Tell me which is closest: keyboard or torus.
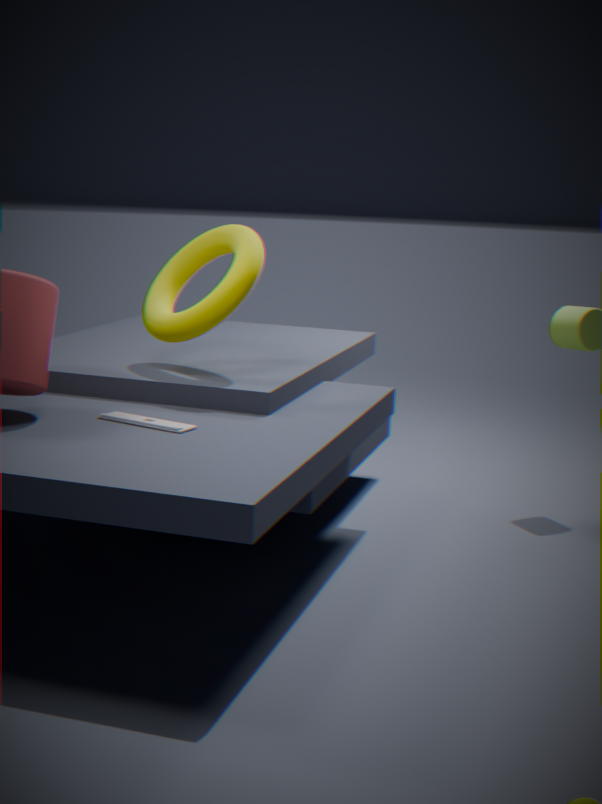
keyboard
